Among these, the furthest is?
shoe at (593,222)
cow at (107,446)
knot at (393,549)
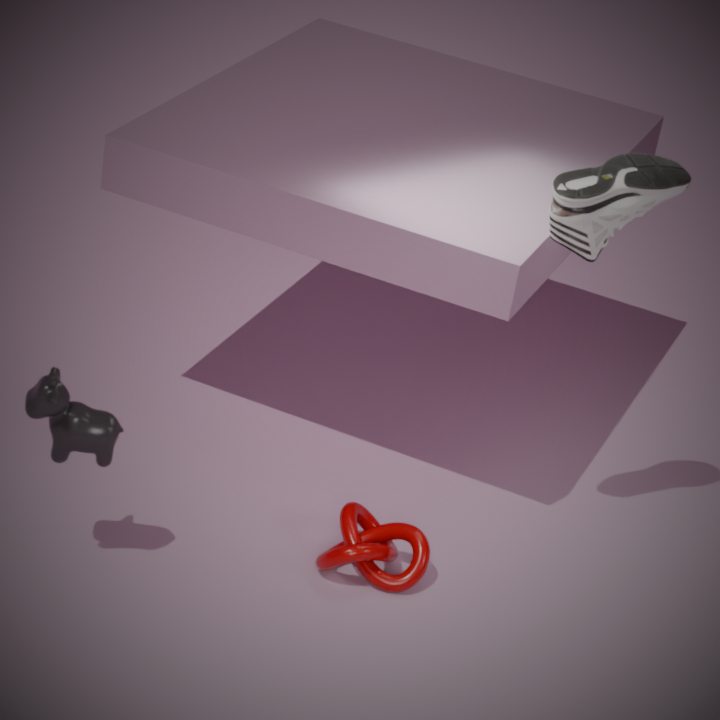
Answer: knot at (393,549)
